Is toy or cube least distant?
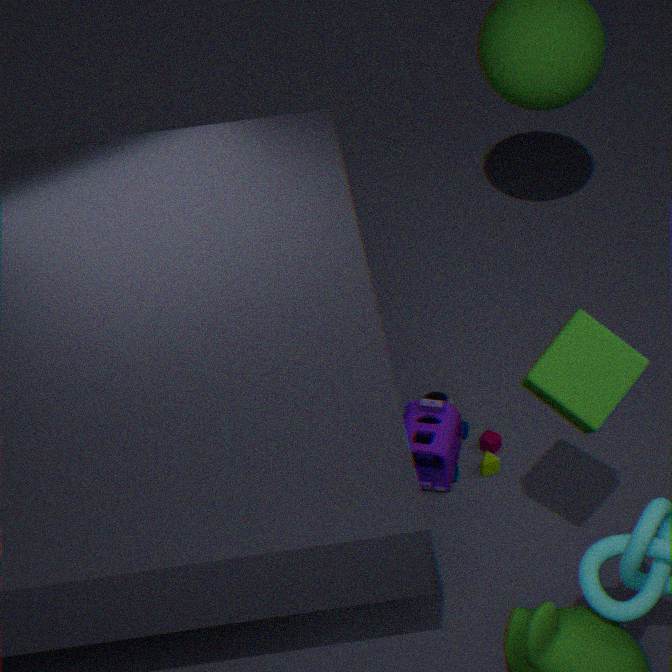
cube
